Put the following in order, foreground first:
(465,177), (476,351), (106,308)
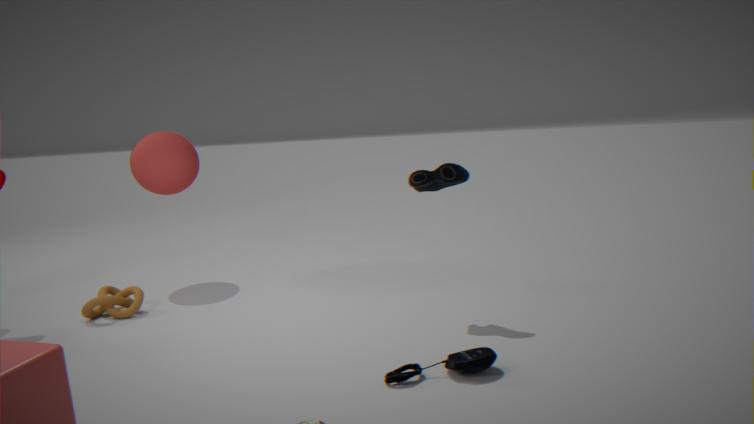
(476,351), (465,177), (106,308)
